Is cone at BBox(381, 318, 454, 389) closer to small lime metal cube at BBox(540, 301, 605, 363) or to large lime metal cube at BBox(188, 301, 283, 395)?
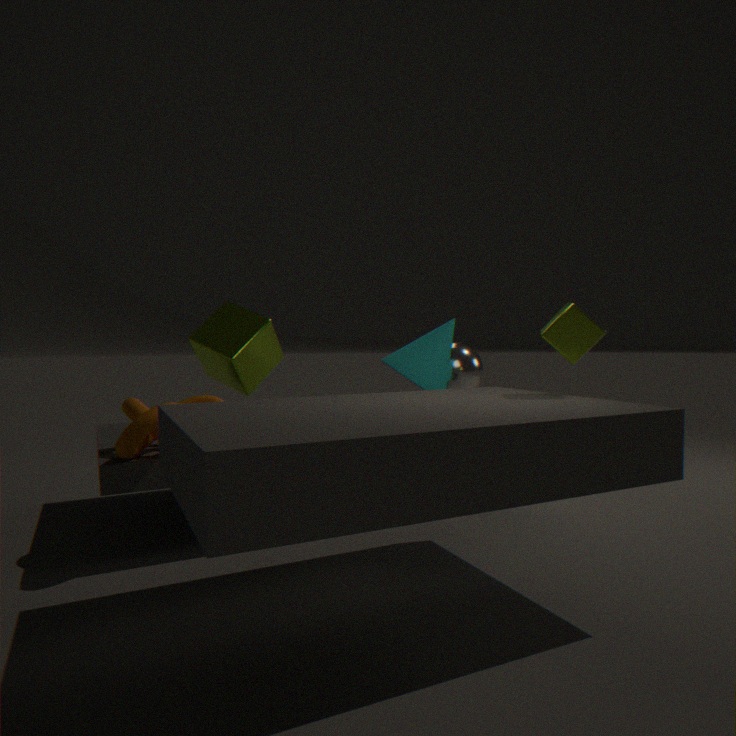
large lime metal cube at BBox(188, 301, 283, 395)
